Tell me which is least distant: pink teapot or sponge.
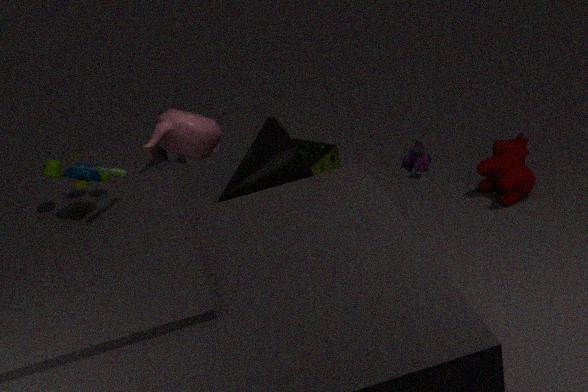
pink teapot
